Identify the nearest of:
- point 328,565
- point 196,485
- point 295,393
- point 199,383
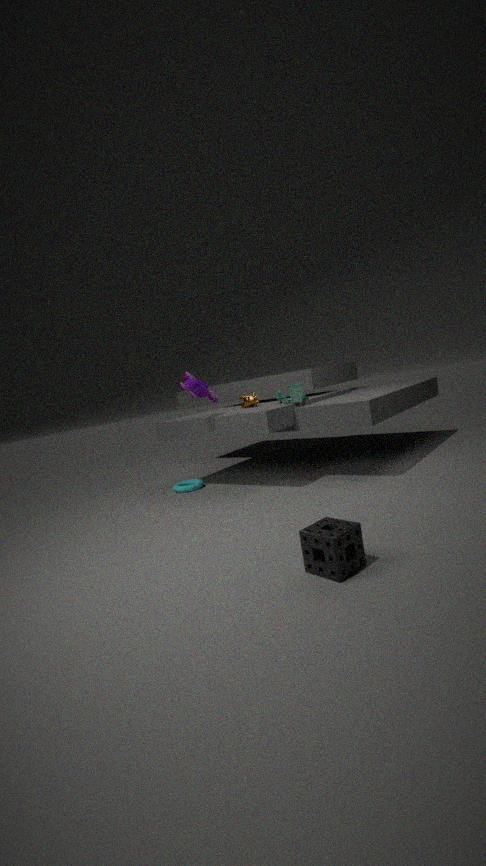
point 328,565
